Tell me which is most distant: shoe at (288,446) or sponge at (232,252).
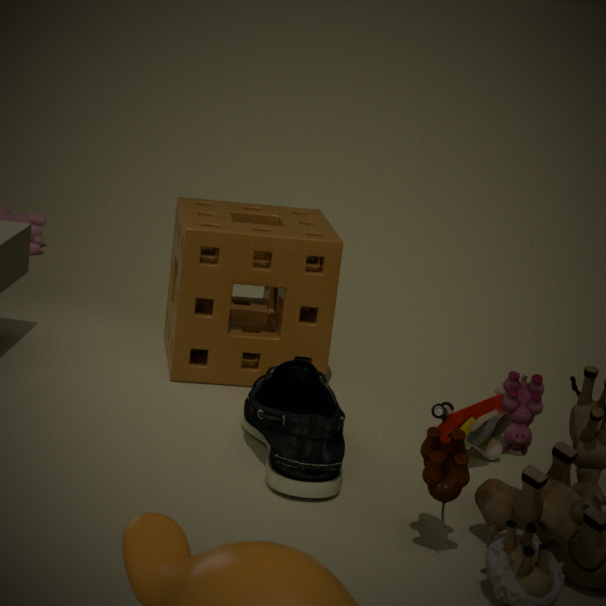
sponge at (232,252)
